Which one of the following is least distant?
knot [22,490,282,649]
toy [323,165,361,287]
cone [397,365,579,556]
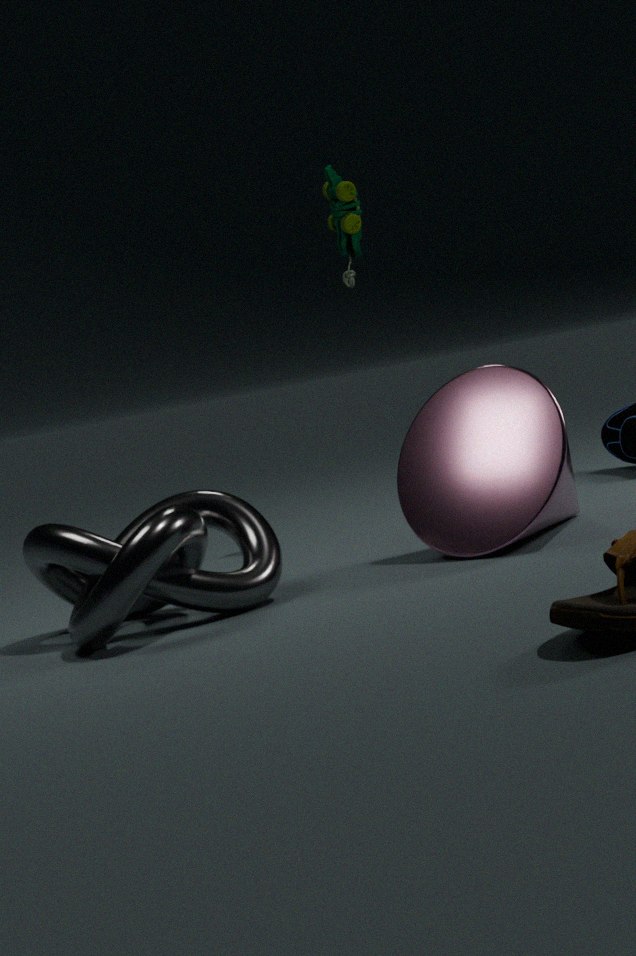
knot [22,490,282,649]
